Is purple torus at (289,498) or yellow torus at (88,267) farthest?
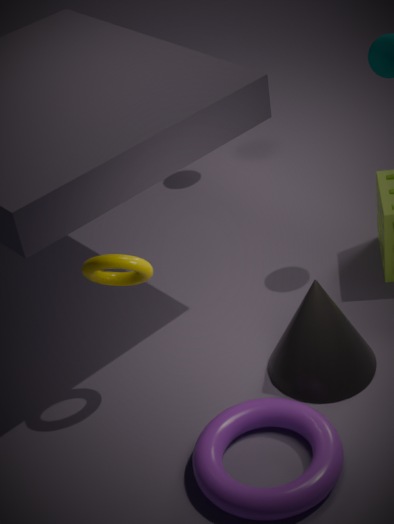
yellow torus at (88,267)
